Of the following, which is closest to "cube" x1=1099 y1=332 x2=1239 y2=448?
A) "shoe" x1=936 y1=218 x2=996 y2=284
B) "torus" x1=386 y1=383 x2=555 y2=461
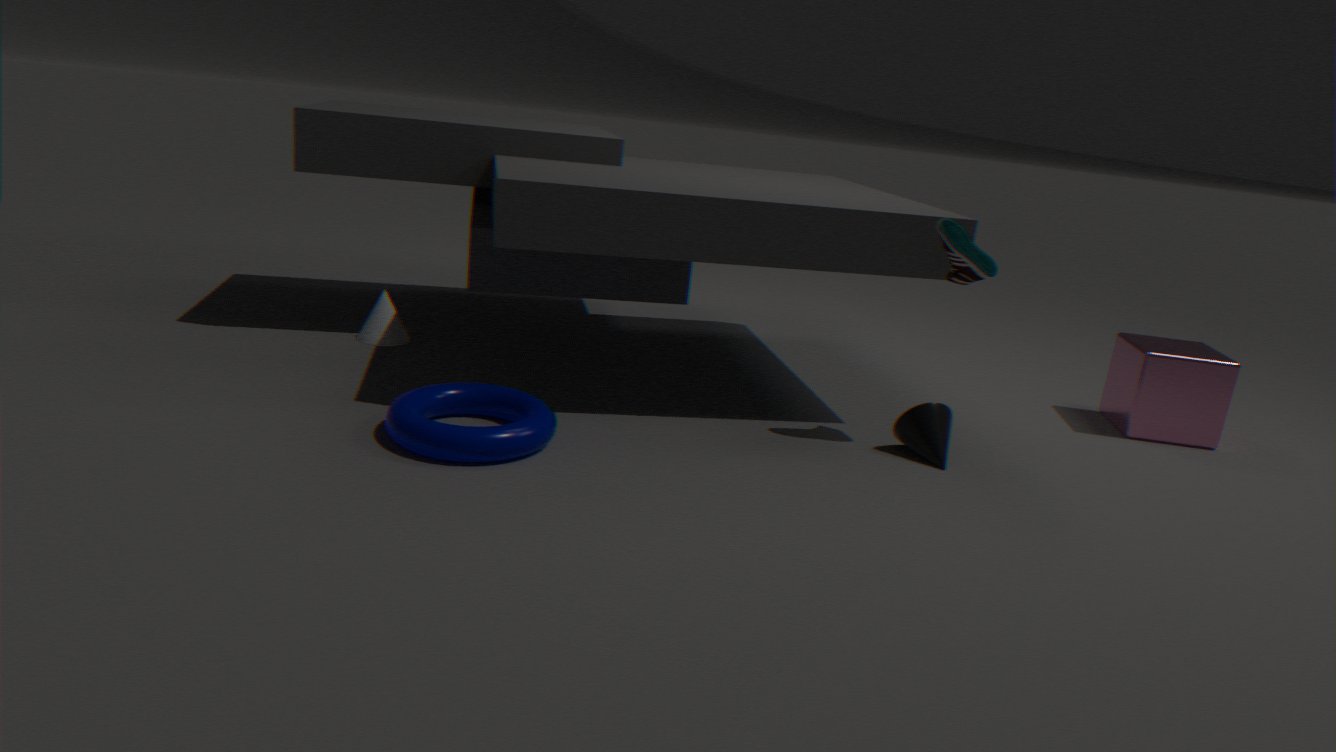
"shoe" x1=936 y1=218 x2=996 y2=284
